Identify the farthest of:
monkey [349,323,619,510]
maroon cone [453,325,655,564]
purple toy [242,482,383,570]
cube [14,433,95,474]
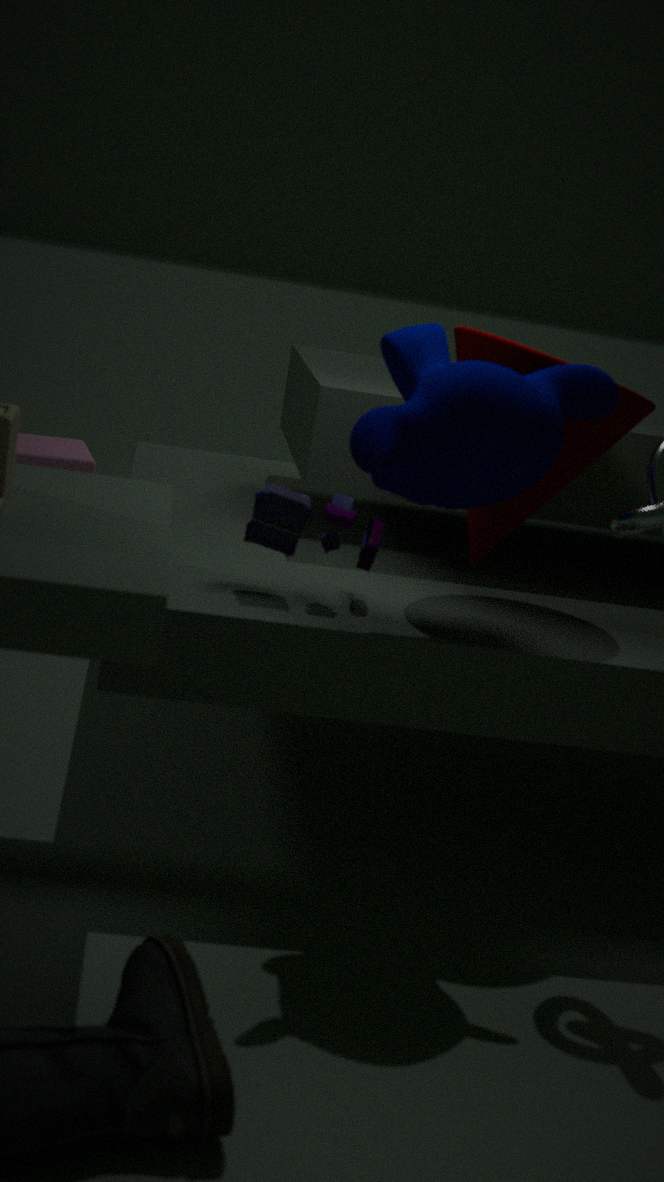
cube [14,433,95,474]
